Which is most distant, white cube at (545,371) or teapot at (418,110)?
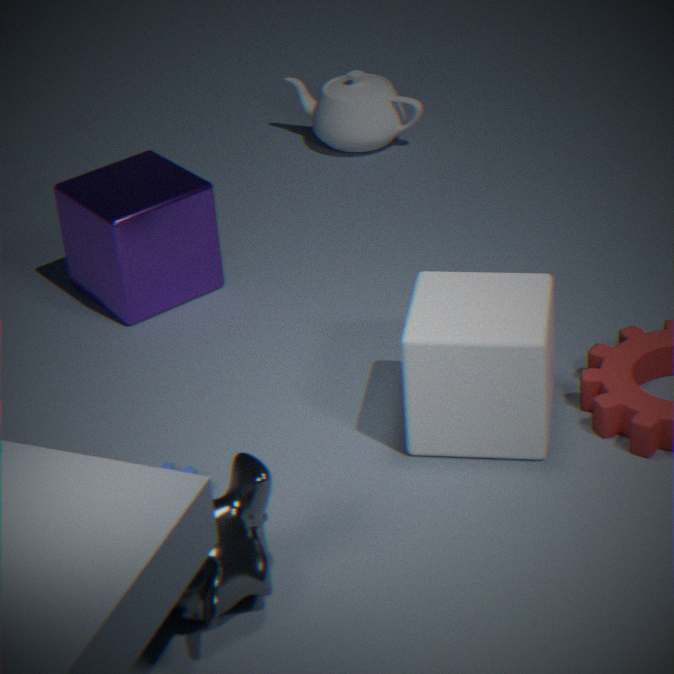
teapot at (418,110)
